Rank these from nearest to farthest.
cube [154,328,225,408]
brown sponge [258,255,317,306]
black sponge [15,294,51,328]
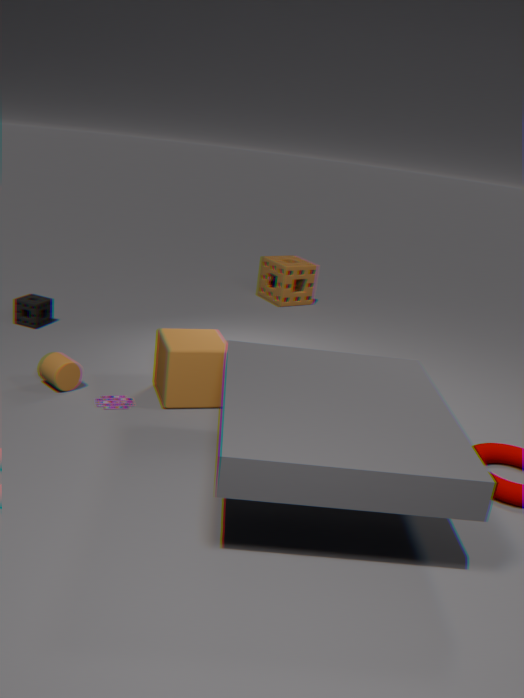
cube [154,328,225,408], black sponge [15,294,51,328], brown sponge [258,255,317,306]
